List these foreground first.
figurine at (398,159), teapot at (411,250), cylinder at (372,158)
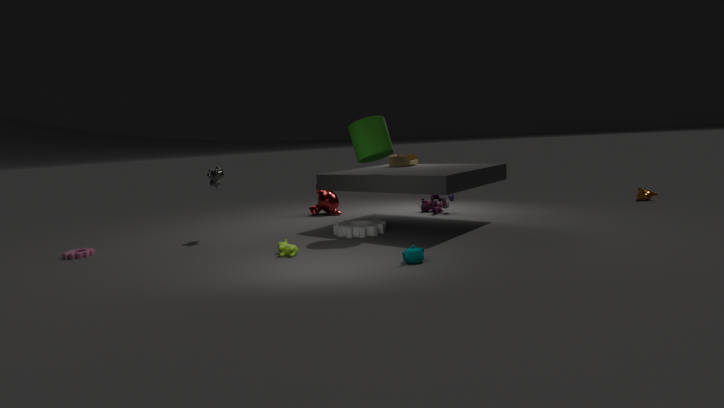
teapot at (411,250), cylinder at (372,158), figurine at (398,159)
